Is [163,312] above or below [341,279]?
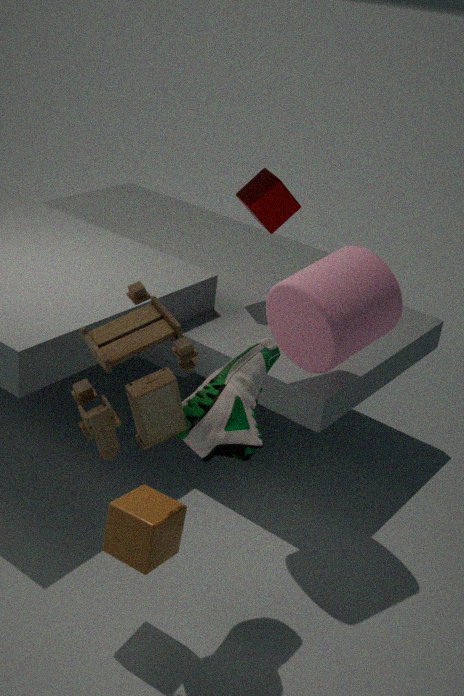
above
